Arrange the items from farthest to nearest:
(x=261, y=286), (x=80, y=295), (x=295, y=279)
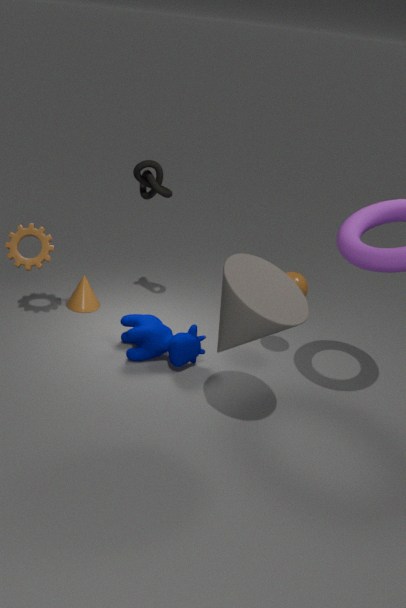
(x=80, y=295)
(x=295, y=279)
(x=261, y=286)
